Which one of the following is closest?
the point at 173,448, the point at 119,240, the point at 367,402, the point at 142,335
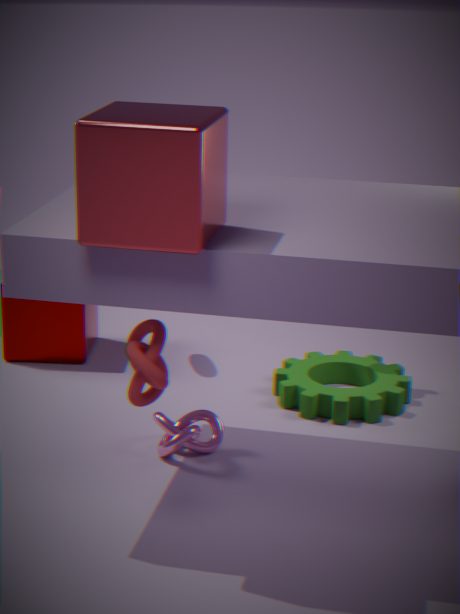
the point at 119,240
